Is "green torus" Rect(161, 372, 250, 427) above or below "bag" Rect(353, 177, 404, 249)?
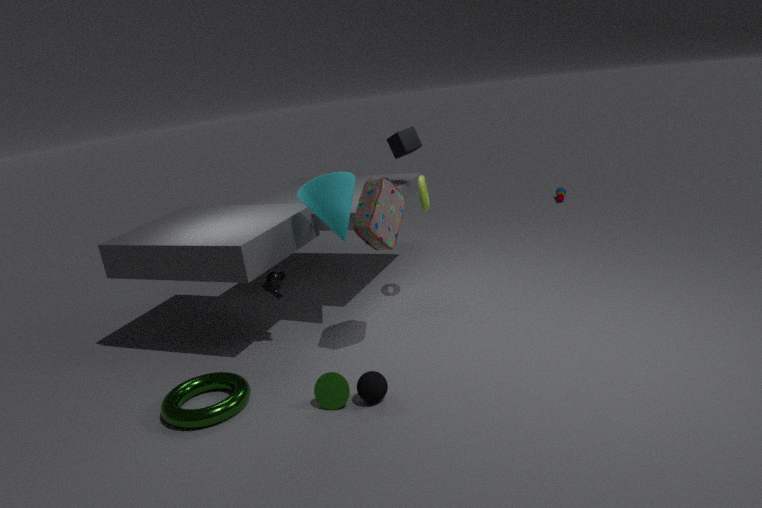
below
